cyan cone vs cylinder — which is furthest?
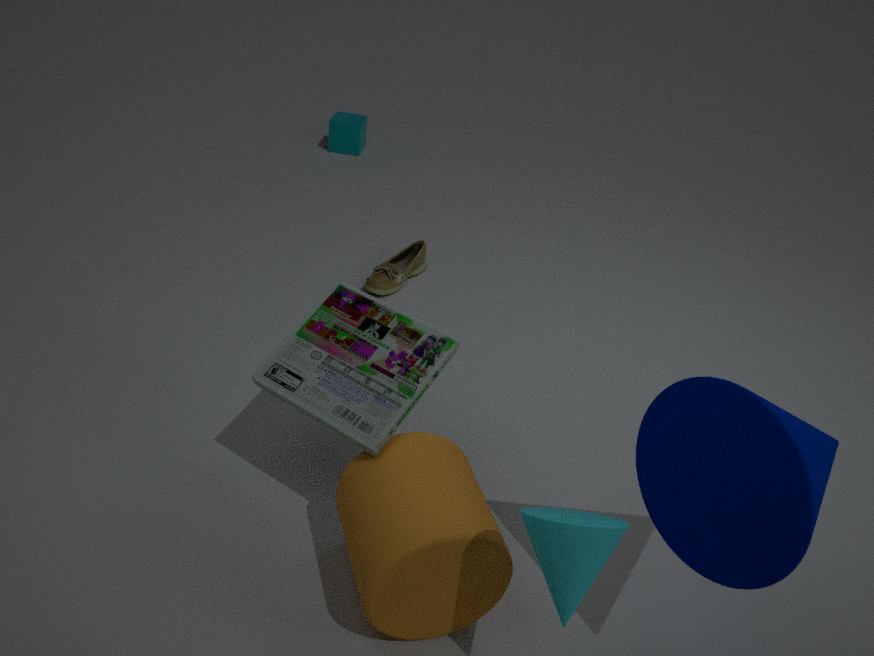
cylinder
